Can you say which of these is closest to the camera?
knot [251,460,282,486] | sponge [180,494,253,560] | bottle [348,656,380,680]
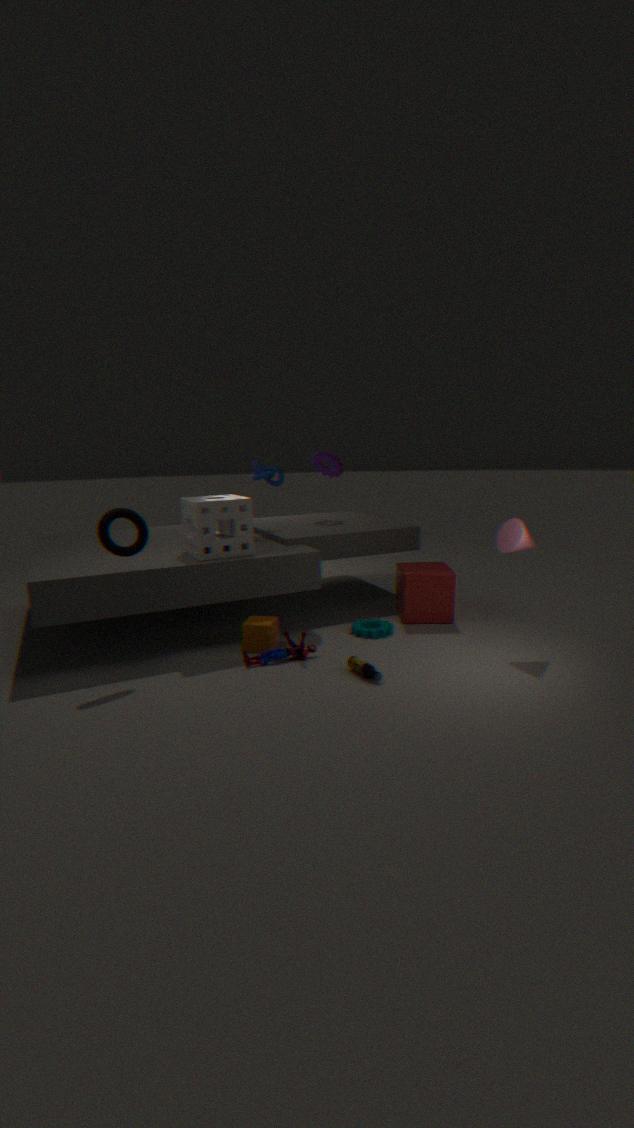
bottle [348,656,380,680]
